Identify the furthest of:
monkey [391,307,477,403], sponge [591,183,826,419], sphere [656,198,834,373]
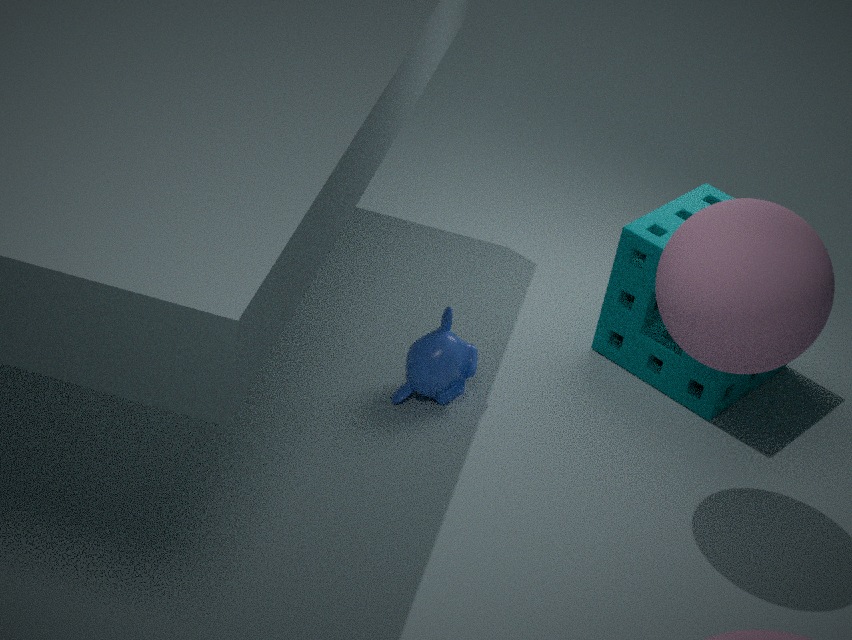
sponge [591,183,826,419]
